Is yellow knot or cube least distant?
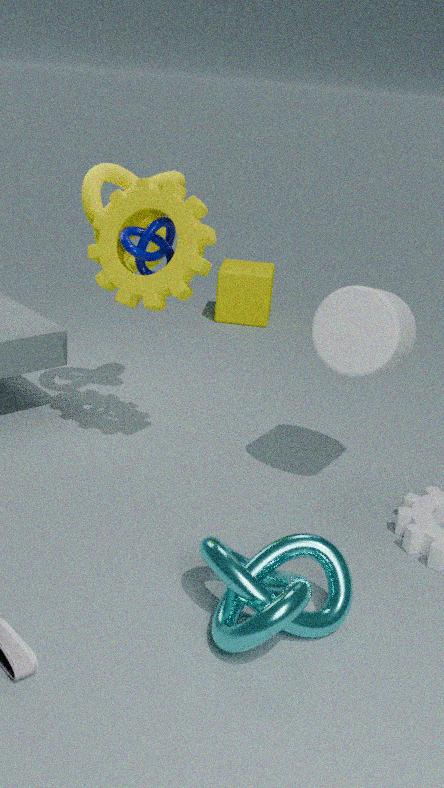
yellow knot
